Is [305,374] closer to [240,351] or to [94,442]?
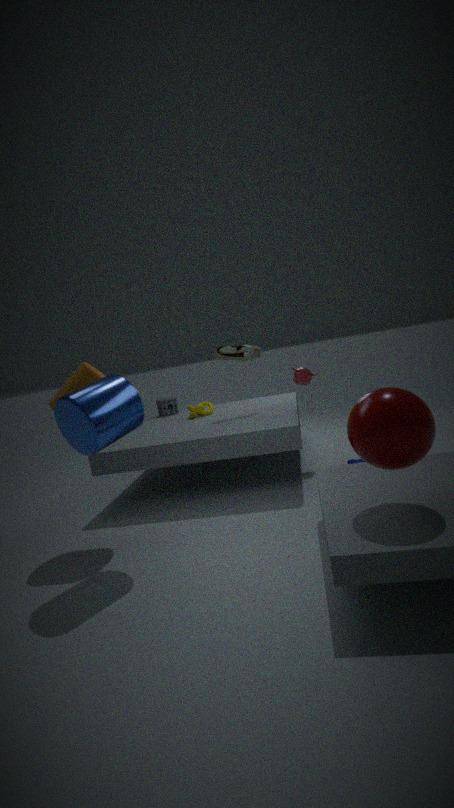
[240,351]
